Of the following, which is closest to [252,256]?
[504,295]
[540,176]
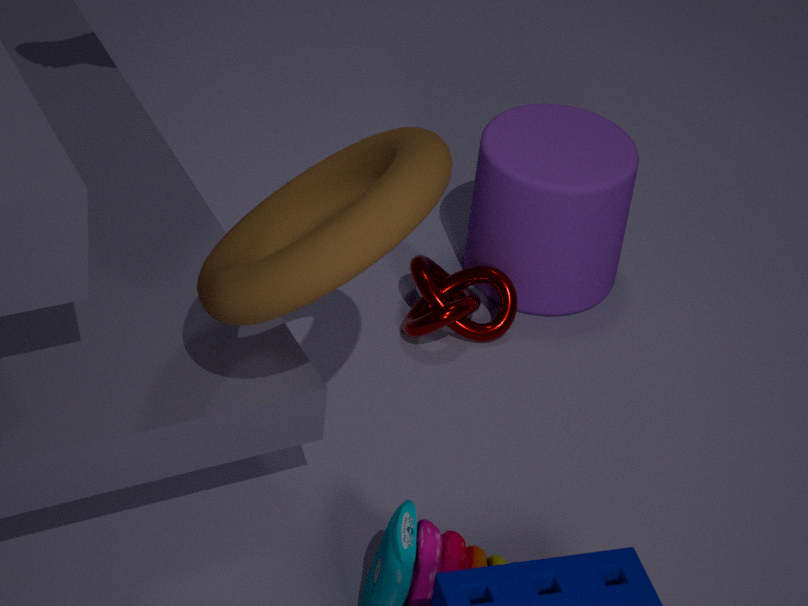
[504,295]
